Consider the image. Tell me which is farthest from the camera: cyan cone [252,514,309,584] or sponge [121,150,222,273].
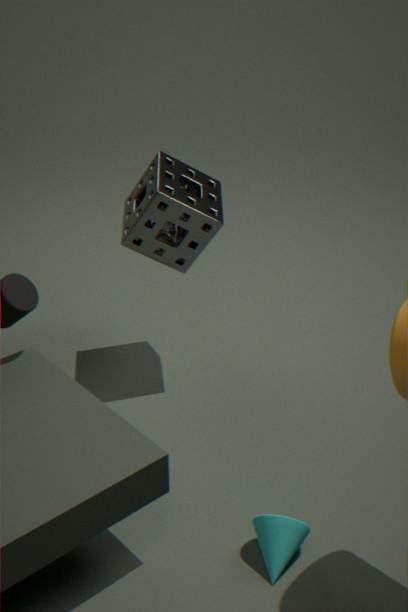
sponge [121,150,222,273]
